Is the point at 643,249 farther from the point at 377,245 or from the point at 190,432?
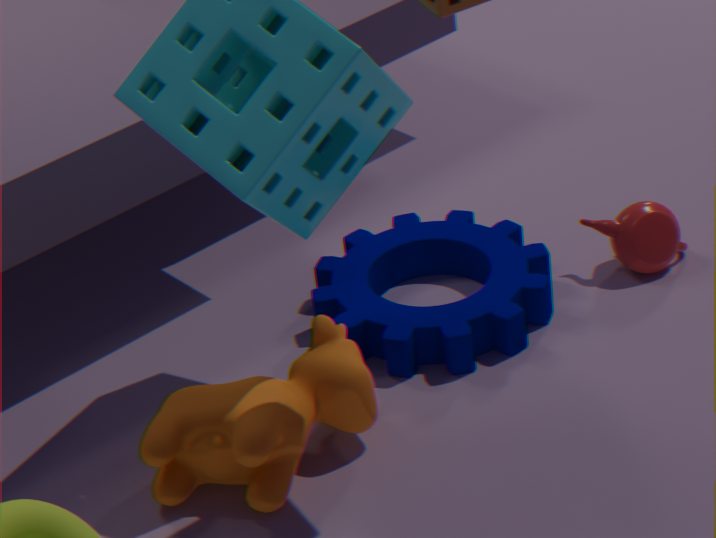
the point at 190,432
